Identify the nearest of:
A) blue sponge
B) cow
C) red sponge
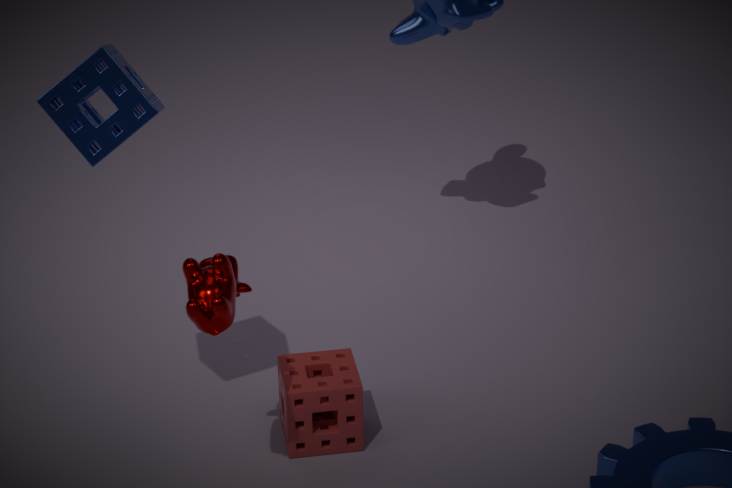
cow
